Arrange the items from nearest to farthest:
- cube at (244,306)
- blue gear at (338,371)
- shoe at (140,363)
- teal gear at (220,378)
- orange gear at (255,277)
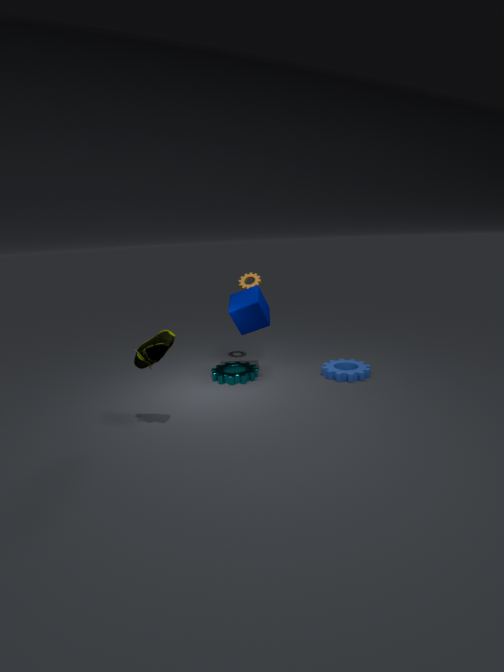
shoe at (140,363), cube at (244,306), blue gear at (338,371), teal gear at (220,378), orange gear at (255,277)
